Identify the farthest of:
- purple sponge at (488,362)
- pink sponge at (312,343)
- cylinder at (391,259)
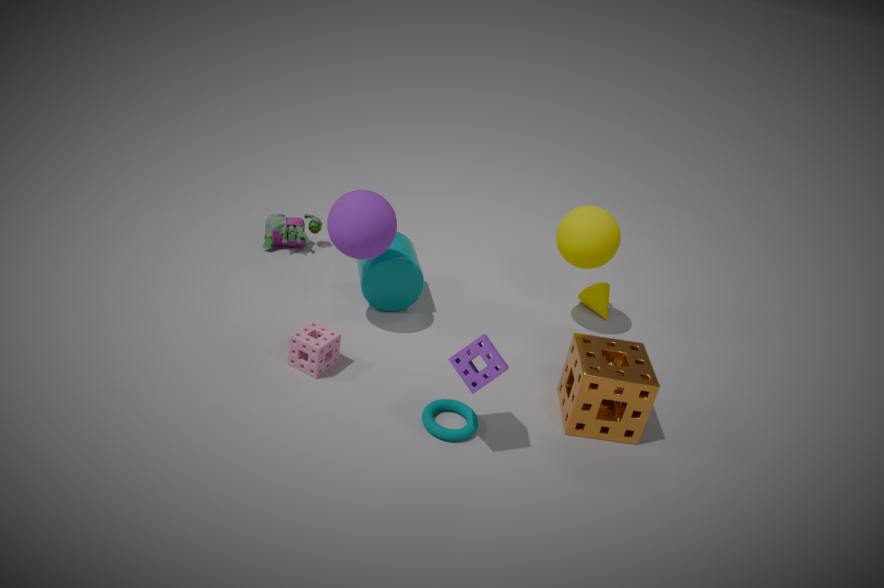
cylinder at (391,259)
